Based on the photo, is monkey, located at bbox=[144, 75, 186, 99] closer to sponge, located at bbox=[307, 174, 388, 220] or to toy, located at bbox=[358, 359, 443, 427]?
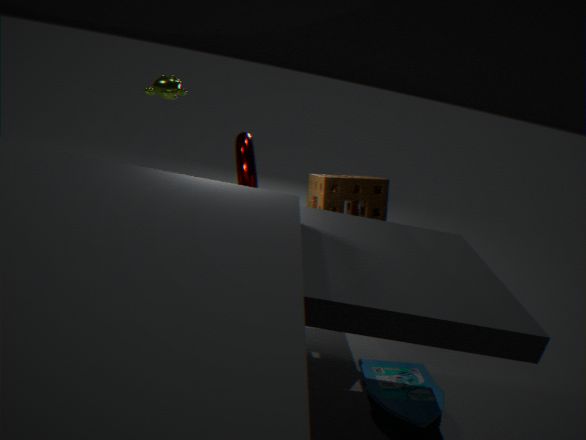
sponge, located at bbox=[307, 174, 388, 220]
